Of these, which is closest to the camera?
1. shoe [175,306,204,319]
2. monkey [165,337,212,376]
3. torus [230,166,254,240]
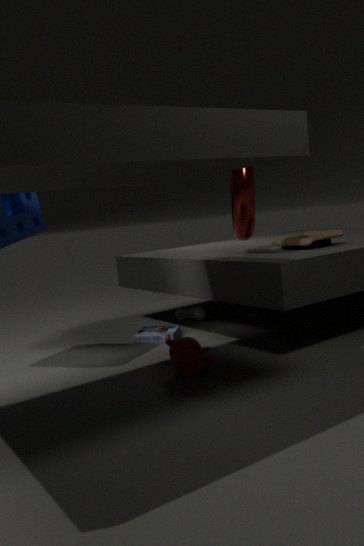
monkey [165,337,212,376]
